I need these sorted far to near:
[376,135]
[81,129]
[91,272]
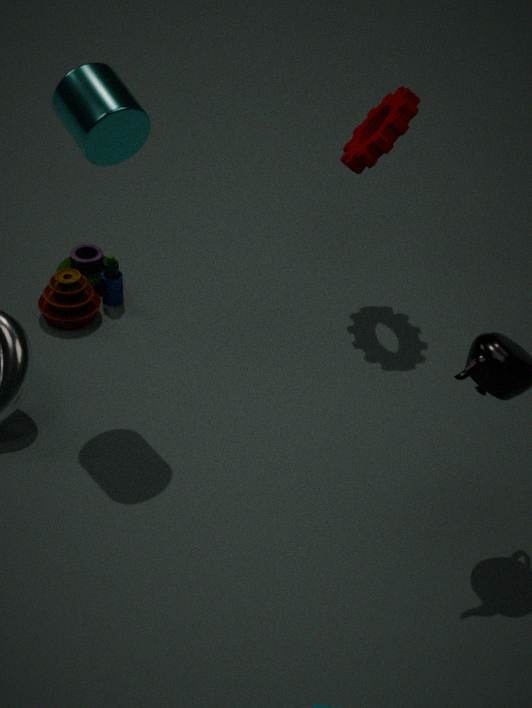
[91,272]
[376,135]
[81,129]
